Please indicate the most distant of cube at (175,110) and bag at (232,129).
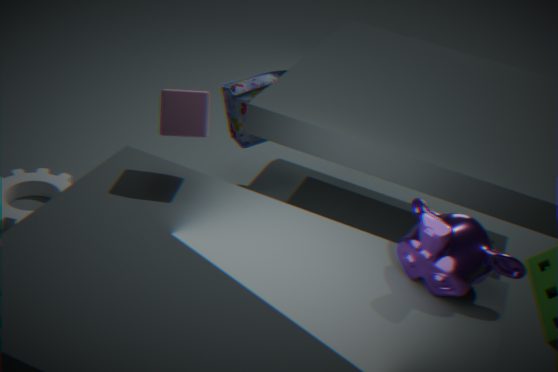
bag at (232,129)
